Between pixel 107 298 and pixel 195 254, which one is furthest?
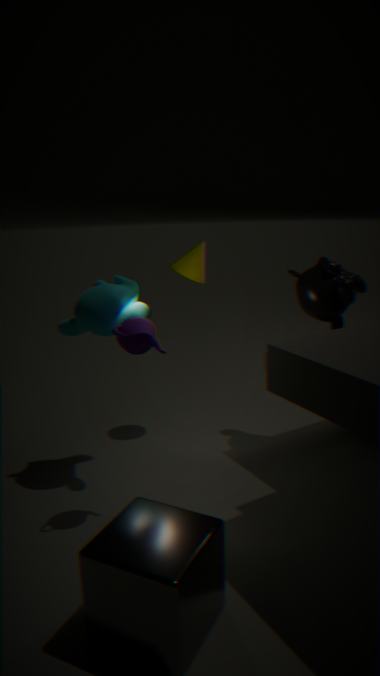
pixel 195 254
